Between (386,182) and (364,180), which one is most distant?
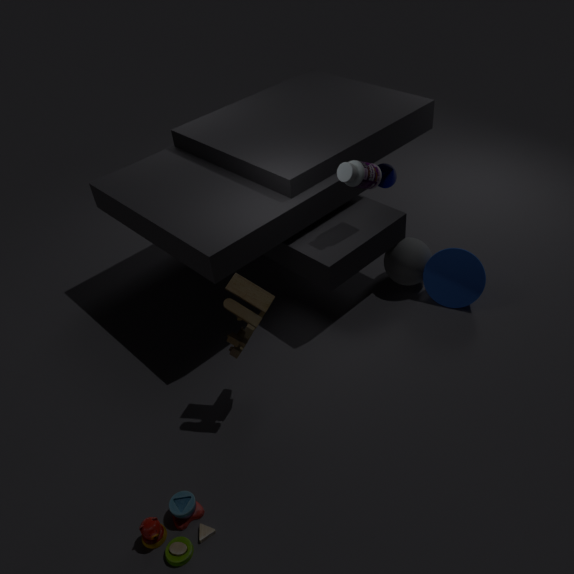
(386,182)
